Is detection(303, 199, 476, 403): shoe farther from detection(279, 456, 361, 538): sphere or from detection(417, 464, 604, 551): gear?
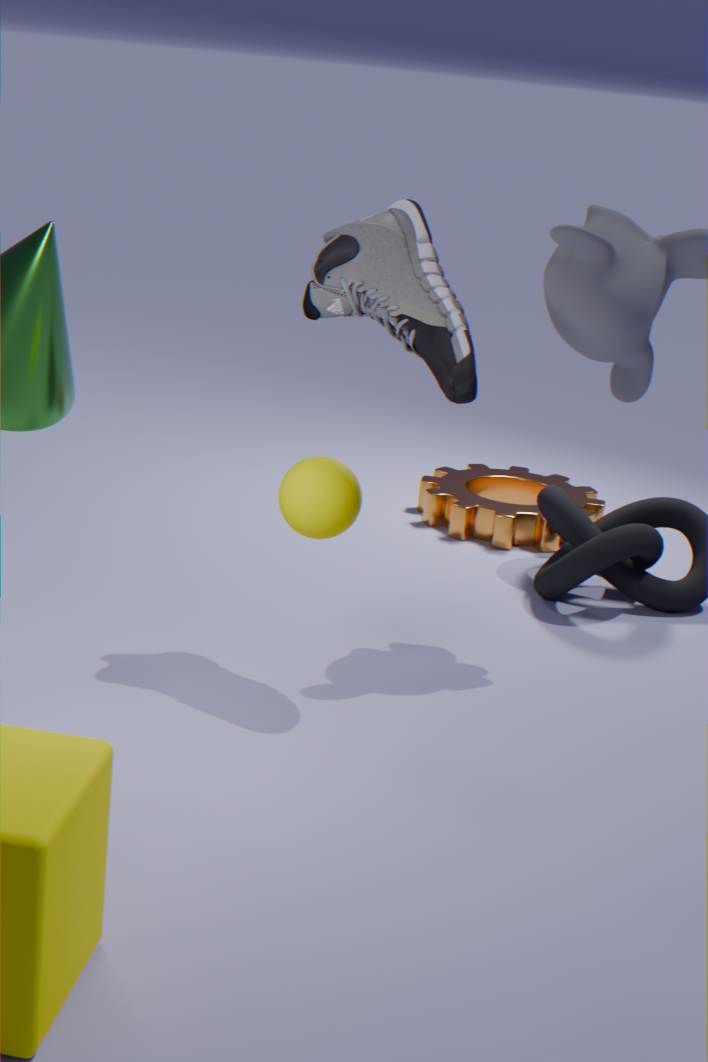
detection(417, 464, 604, 551): gear
